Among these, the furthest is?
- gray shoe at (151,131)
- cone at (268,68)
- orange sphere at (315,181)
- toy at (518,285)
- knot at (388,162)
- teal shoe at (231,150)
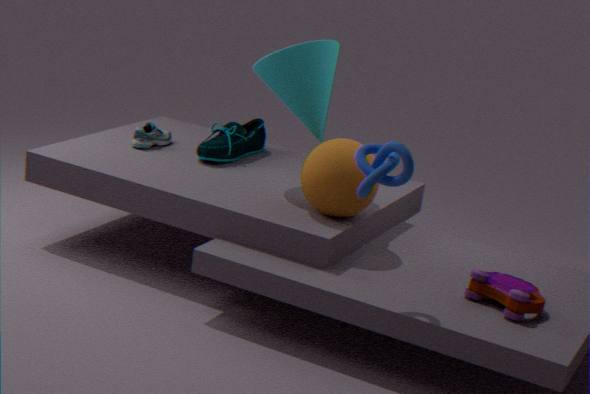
gray shoe at (151,131)
